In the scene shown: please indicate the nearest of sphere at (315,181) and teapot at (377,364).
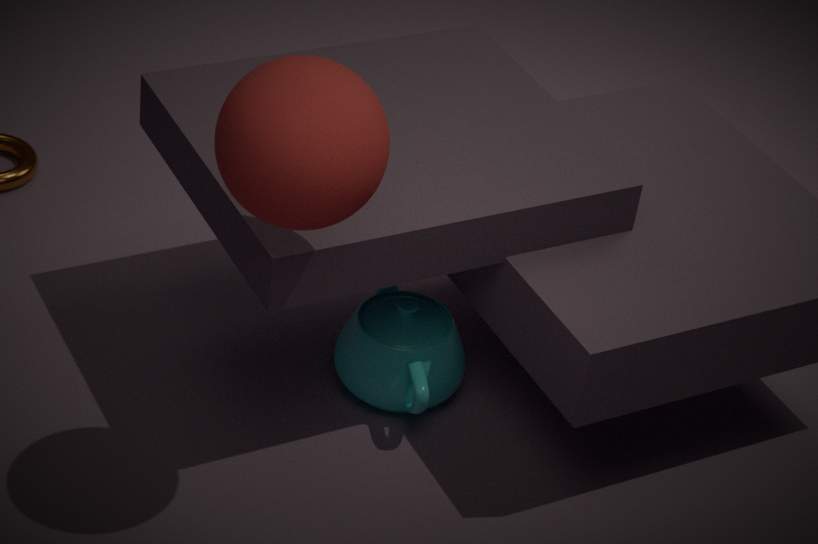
sphere at (315,181)
